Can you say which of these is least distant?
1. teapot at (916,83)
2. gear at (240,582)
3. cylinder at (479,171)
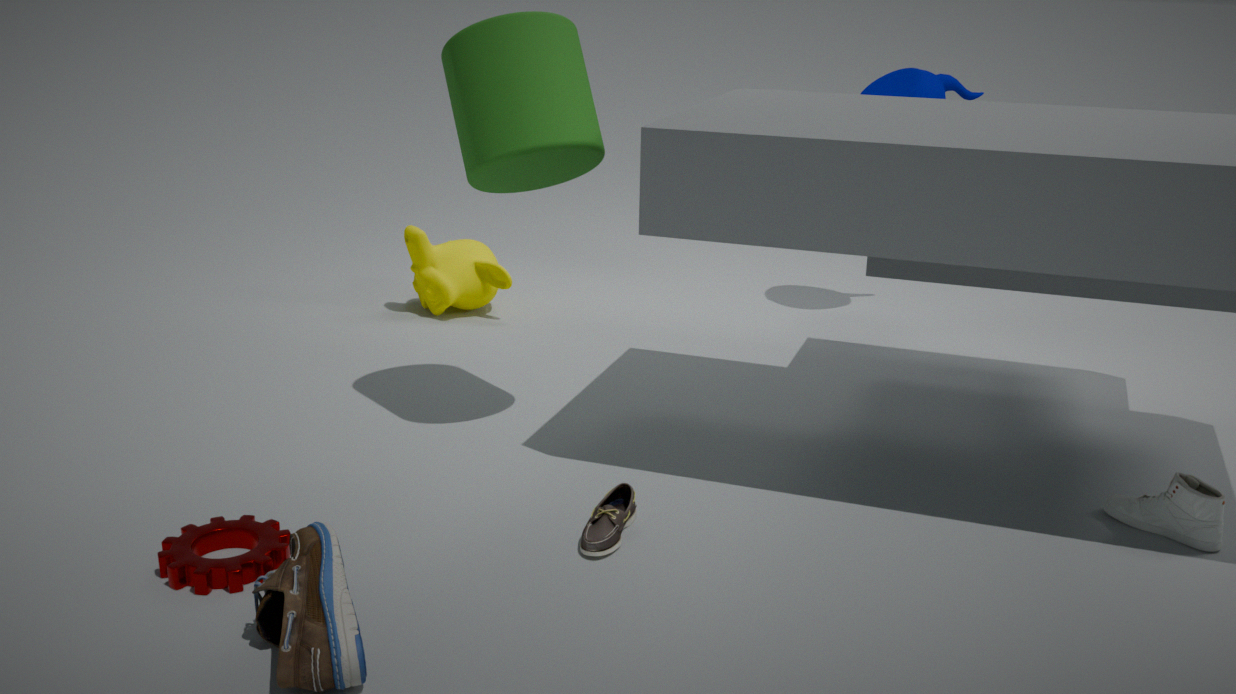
gear at (240,582)
